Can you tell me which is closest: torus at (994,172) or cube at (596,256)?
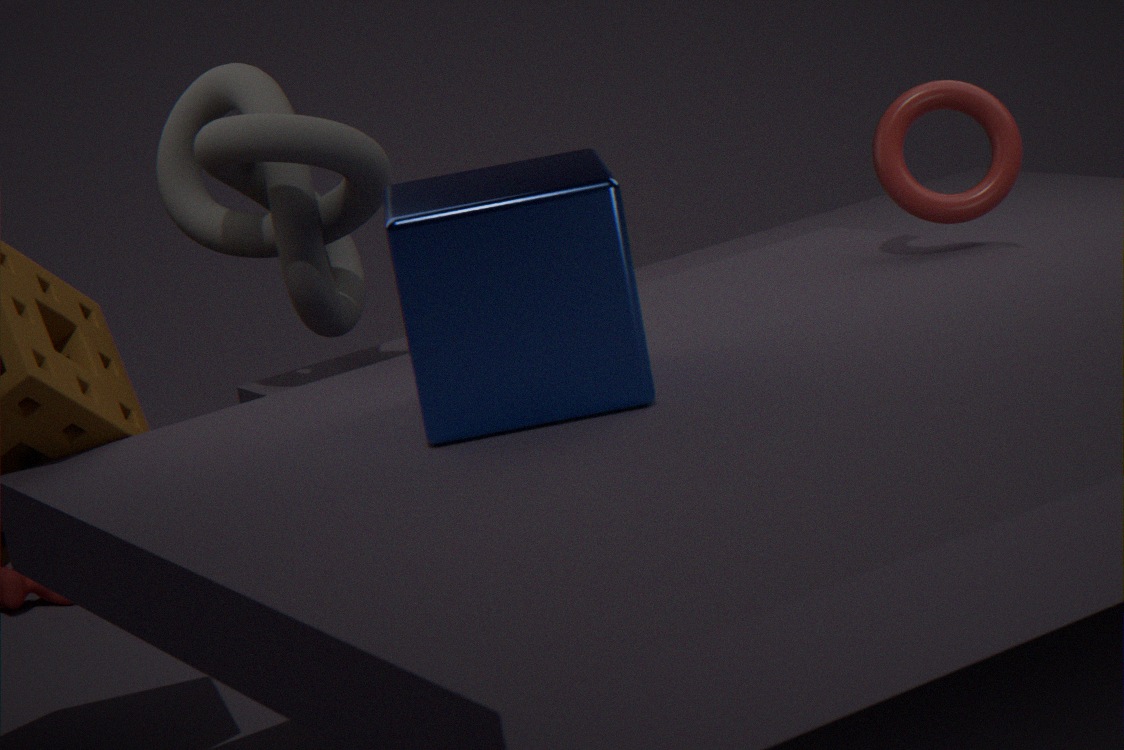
cube at (596,256)
